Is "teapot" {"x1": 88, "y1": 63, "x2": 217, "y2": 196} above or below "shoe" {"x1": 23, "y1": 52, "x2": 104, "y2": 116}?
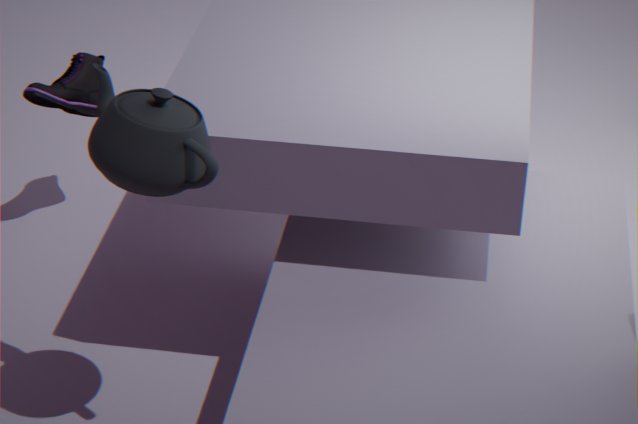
above
